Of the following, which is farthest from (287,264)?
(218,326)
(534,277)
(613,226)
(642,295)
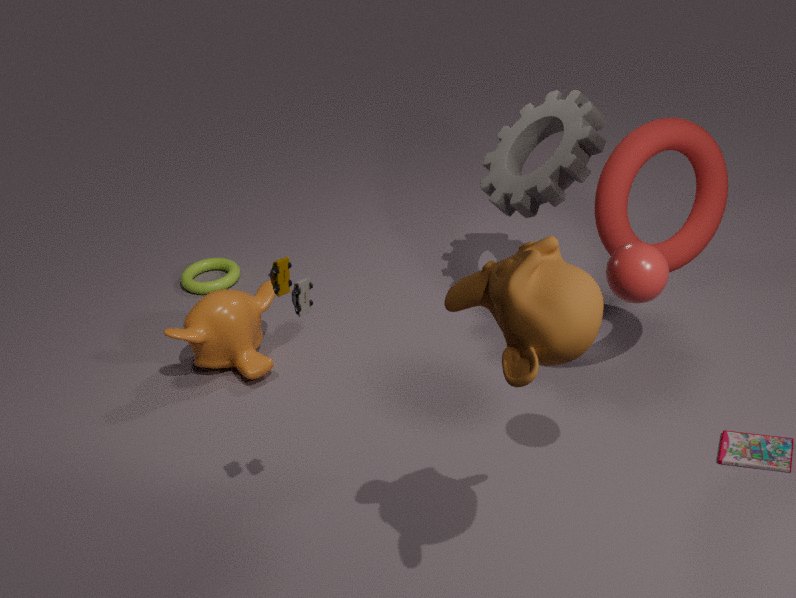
(218,326)
